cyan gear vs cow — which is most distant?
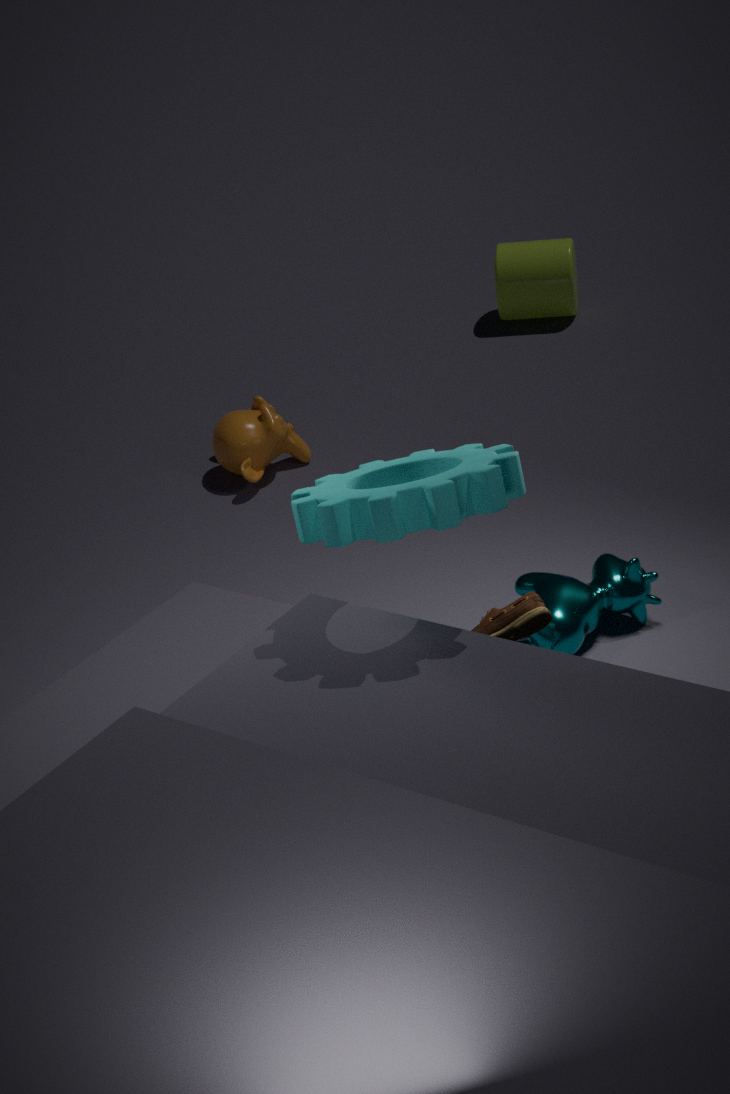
cow
